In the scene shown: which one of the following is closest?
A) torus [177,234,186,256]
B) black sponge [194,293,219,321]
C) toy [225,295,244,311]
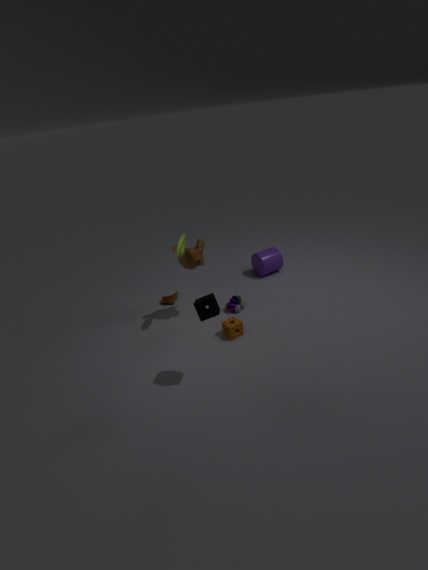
black sponge [194,293,219,321]
